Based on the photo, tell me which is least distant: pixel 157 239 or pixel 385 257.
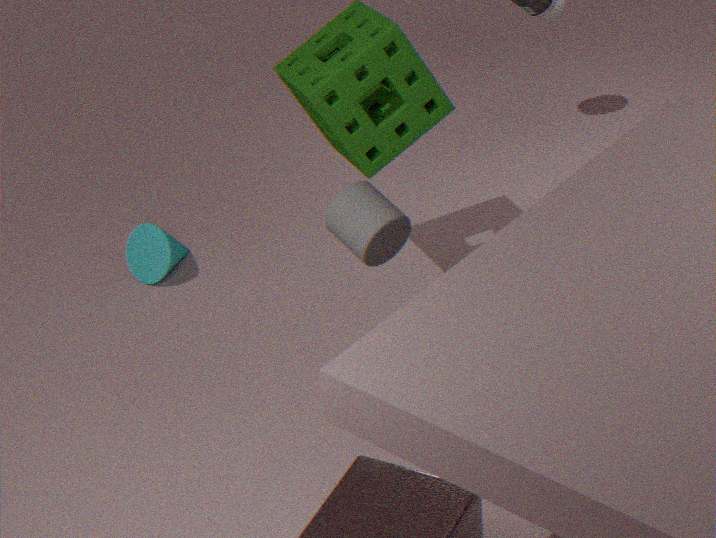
pixel 385 257
